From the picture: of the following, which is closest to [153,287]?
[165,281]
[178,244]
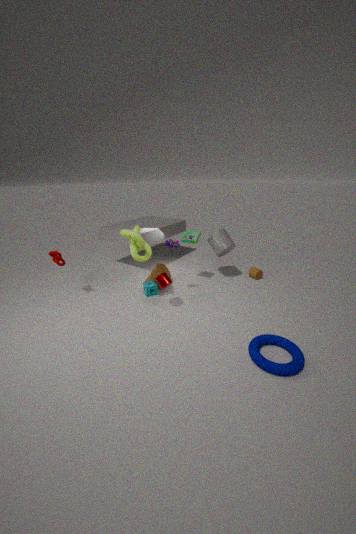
[165,281]
